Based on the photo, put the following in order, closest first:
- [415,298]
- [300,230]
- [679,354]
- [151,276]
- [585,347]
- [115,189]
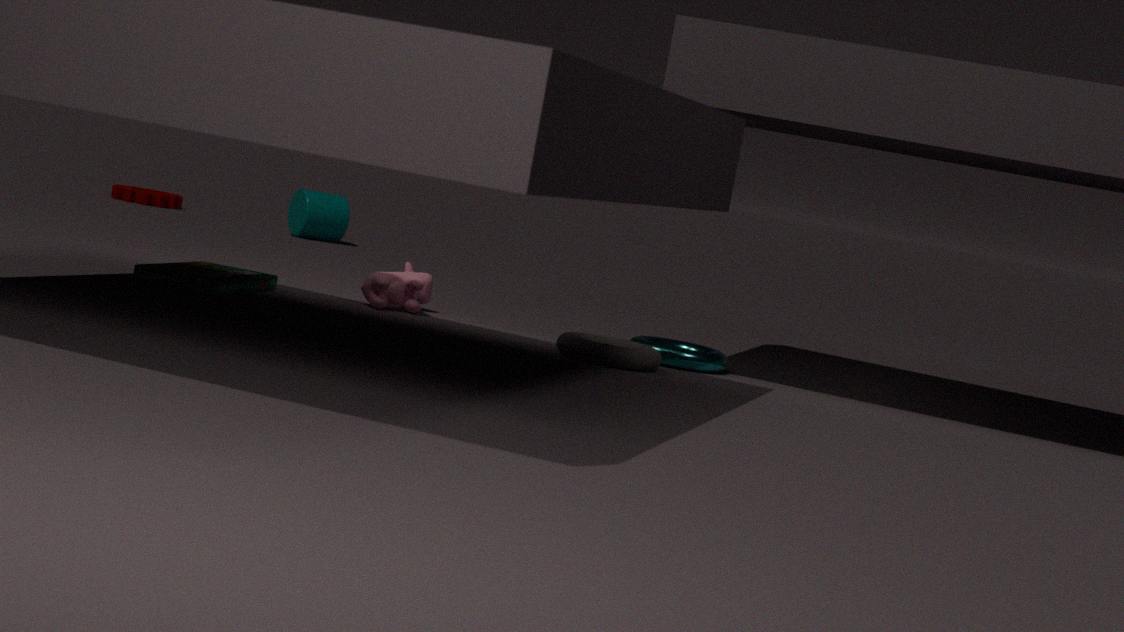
[151,276] < [585,347] < [679,354] < [415,298] < [300,230] < [115,189]
